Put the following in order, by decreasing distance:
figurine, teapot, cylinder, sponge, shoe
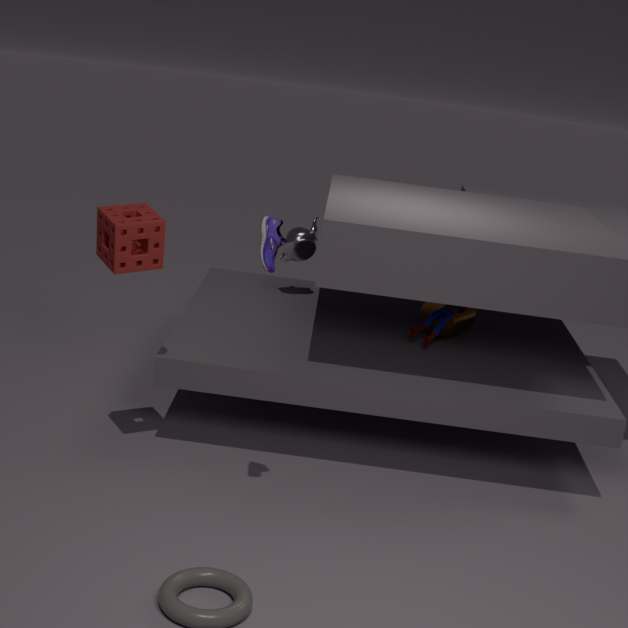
teapot < cylinder < figurine < sponge < shoe
